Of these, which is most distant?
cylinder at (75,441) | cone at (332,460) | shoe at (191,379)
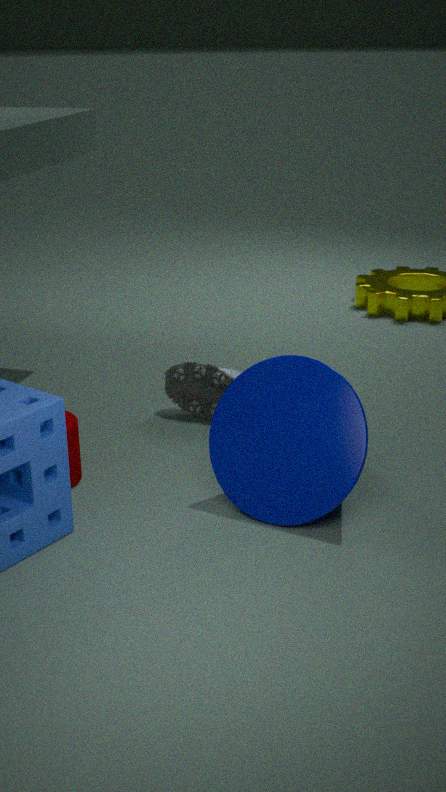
shoe at (191,379)
